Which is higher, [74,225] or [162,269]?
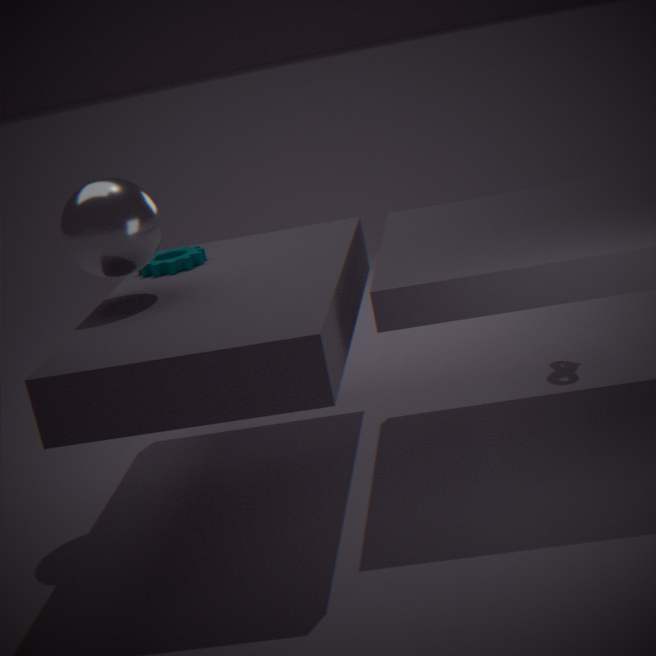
[74,225]
